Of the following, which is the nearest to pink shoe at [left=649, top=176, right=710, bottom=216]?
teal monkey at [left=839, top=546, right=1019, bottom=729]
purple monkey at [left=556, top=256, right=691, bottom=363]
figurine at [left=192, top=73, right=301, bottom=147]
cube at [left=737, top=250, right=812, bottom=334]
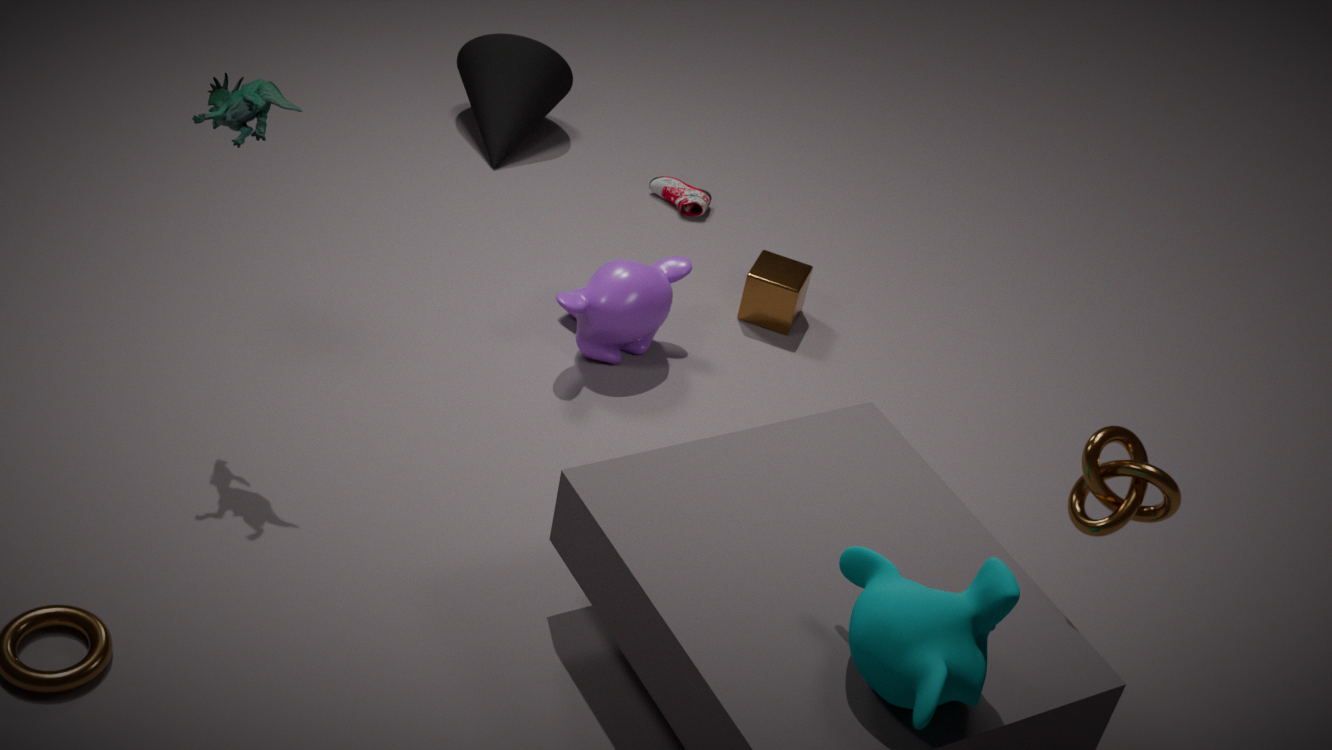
cube at [left=737, top=250, right=812, bottom=334]
